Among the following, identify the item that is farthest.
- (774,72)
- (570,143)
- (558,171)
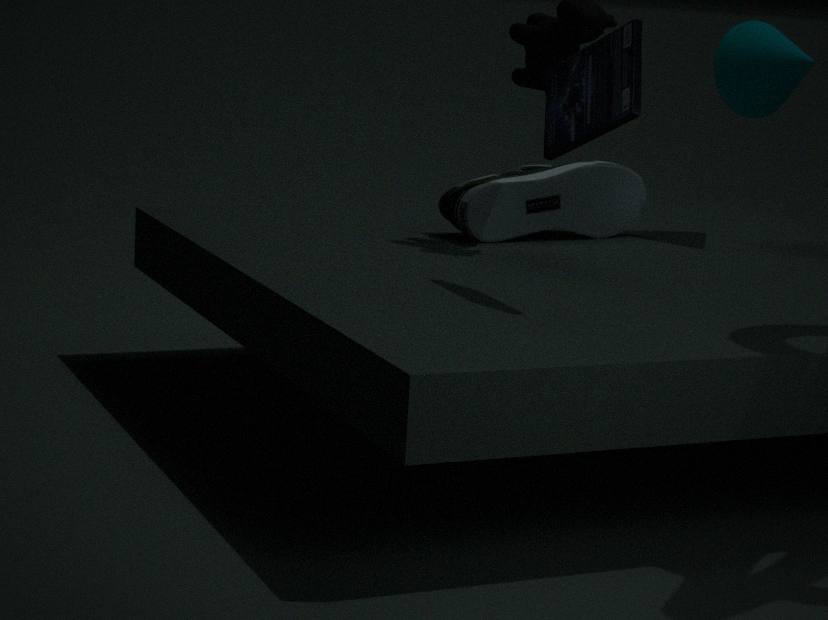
(774,72)
